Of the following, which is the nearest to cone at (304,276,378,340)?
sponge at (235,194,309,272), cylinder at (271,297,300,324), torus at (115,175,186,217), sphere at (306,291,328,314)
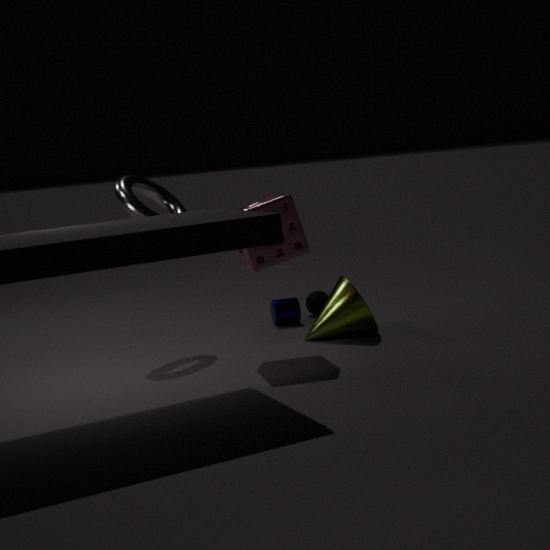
sponge at (235,194,309,272)
